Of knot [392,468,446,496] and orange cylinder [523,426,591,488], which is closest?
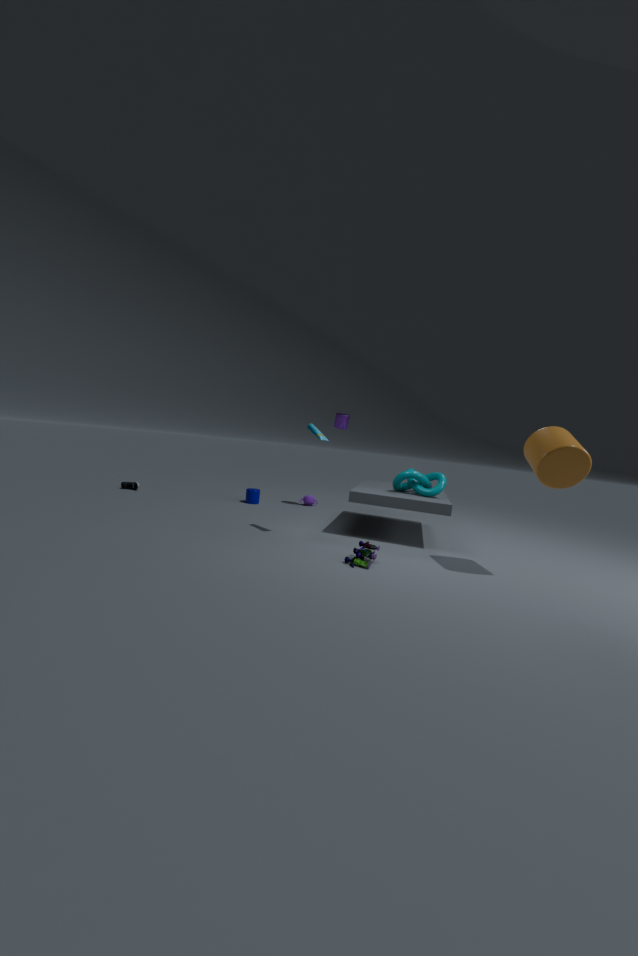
orange cylinder [523,426,591,488]
